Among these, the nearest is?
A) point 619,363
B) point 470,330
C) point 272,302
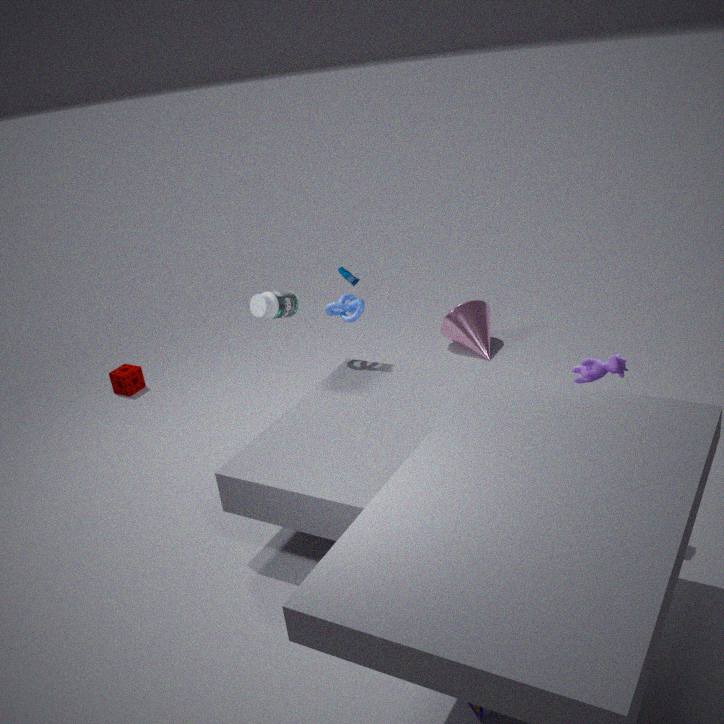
point 619,363
